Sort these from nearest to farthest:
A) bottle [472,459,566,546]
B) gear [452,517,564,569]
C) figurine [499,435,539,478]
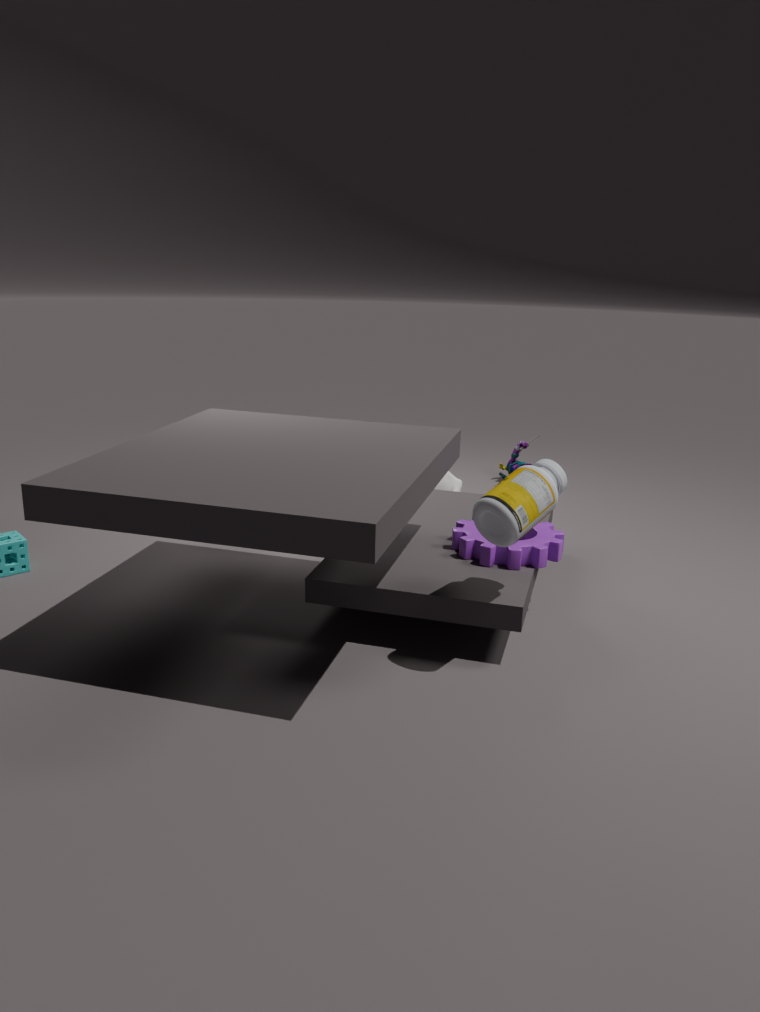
bottle [472,459,566,546] → gear [452,517,564,569] → figurine [499,435,539,478]
